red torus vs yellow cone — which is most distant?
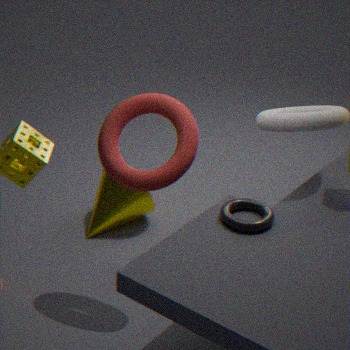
yellow cone
